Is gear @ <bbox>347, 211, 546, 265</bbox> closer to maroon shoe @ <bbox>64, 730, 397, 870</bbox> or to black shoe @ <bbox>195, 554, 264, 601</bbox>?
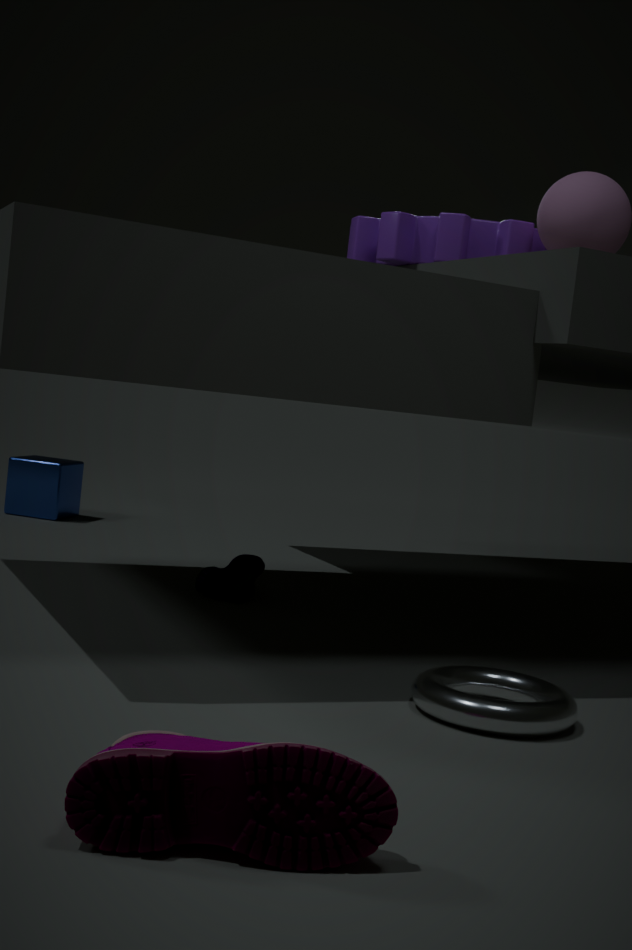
black shoe @ <bbox>195, 554, 264, 601</bbox>
